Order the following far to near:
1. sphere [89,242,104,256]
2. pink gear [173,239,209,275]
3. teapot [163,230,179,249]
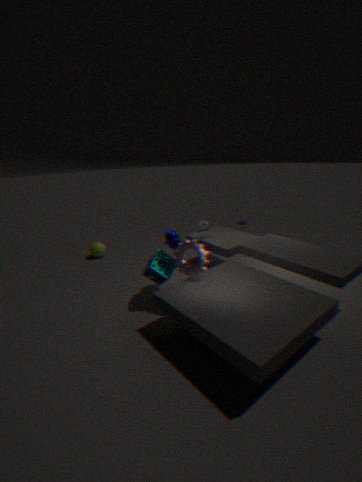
1. sphere [89,242,104,256]
2. teapot [163,230,179,249]
3. pink gear [173,239,209,275]
